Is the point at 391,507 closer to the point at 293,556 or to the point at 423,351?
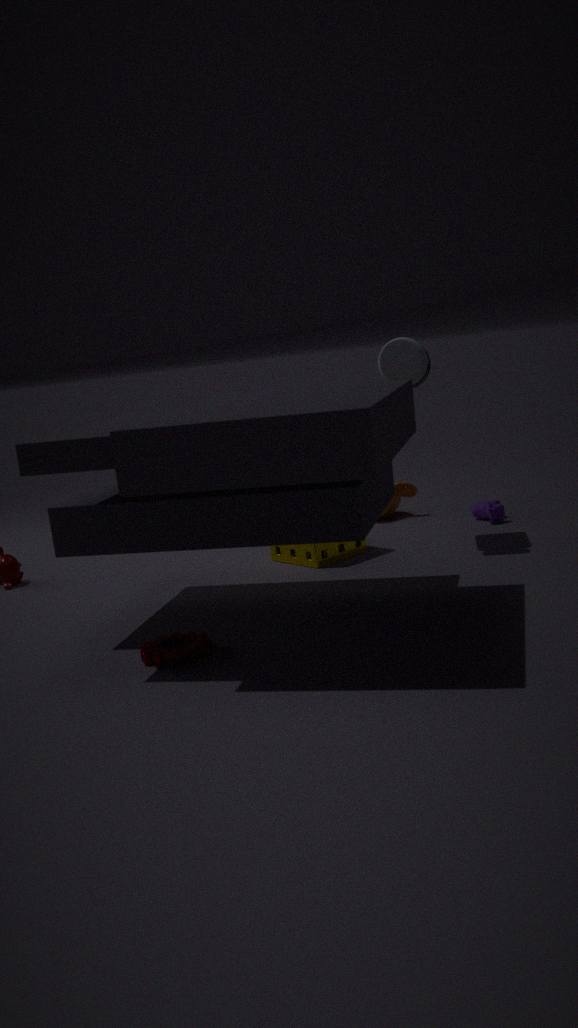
the point at 293,556
